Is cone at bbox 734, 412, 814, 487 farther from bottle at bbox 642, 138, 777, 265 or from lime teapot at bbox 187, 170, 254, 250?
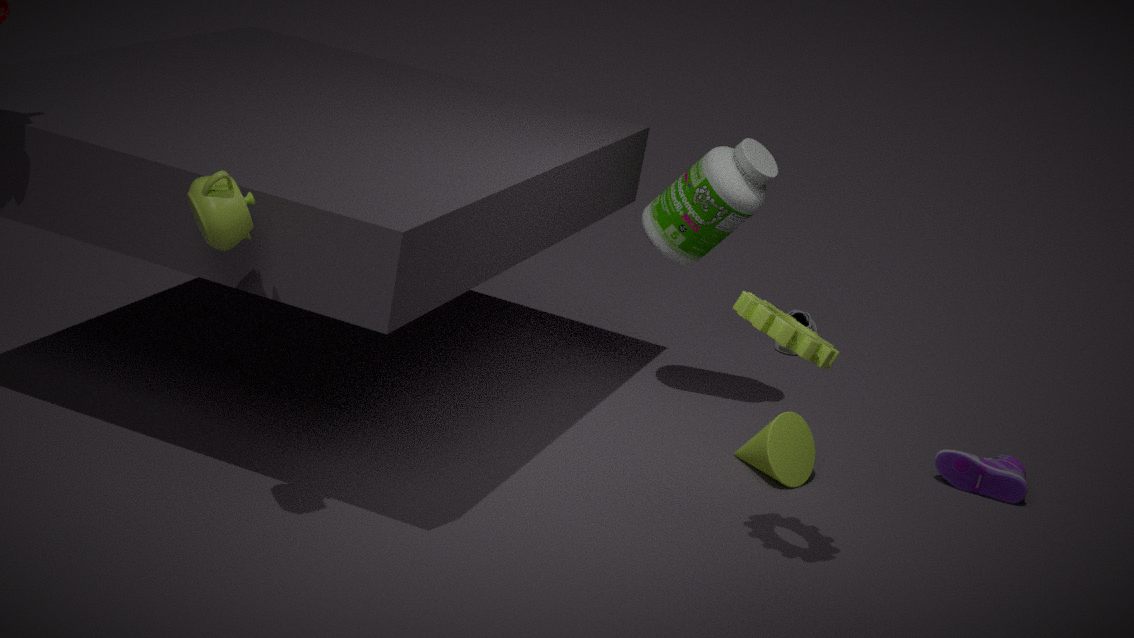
lime teapot at bbox 187, 170, 254, 250
